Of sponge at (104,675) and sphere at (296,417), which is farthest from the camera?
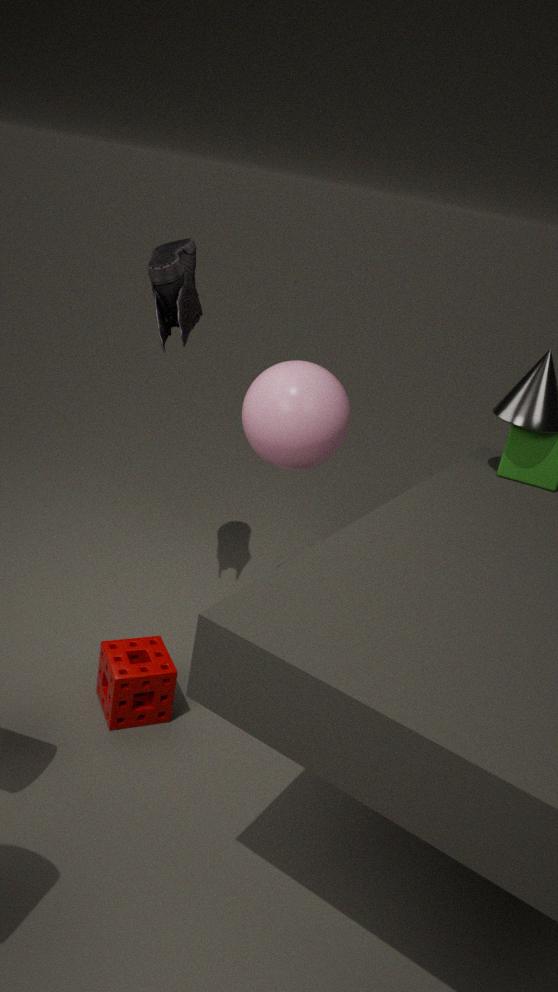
sphere at (296,417)
